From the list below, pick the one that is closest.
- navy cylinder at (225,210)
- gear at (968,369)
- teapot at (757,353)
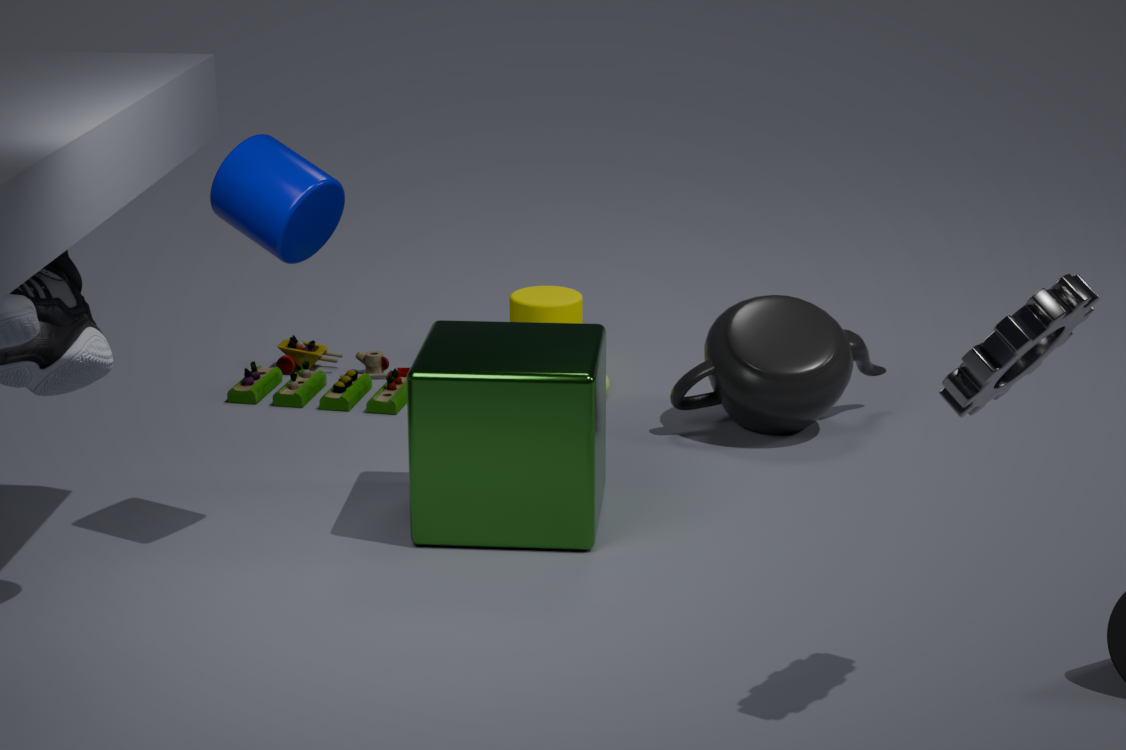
gear at (968,369)
